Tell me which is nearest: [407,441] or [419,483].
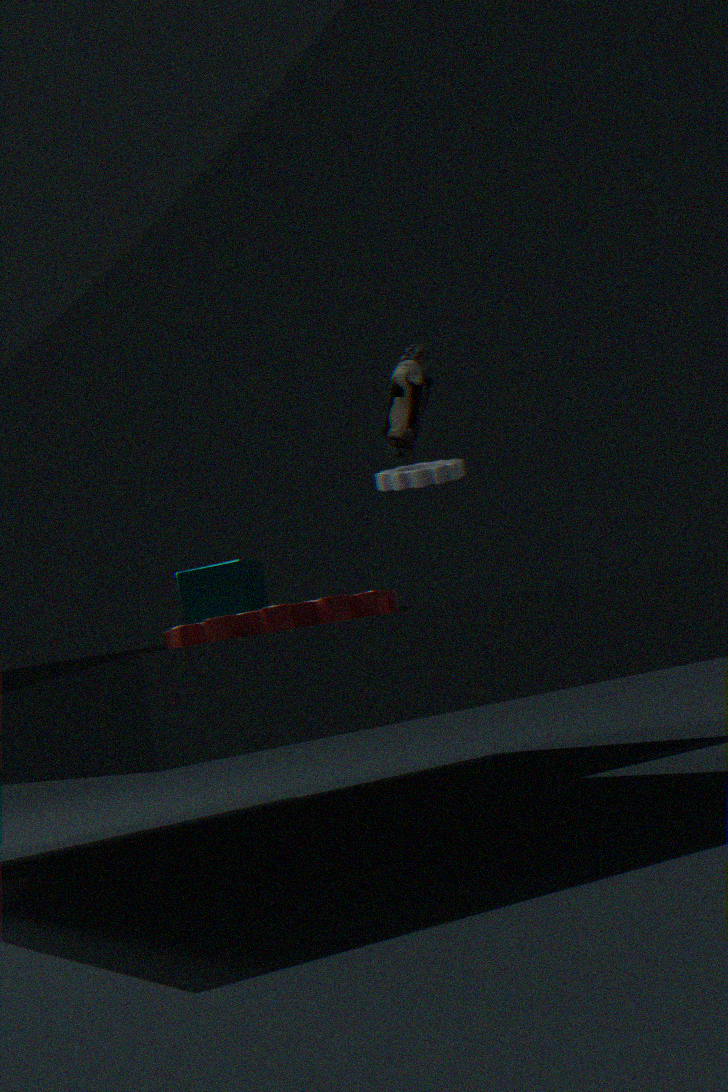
[407,441]
